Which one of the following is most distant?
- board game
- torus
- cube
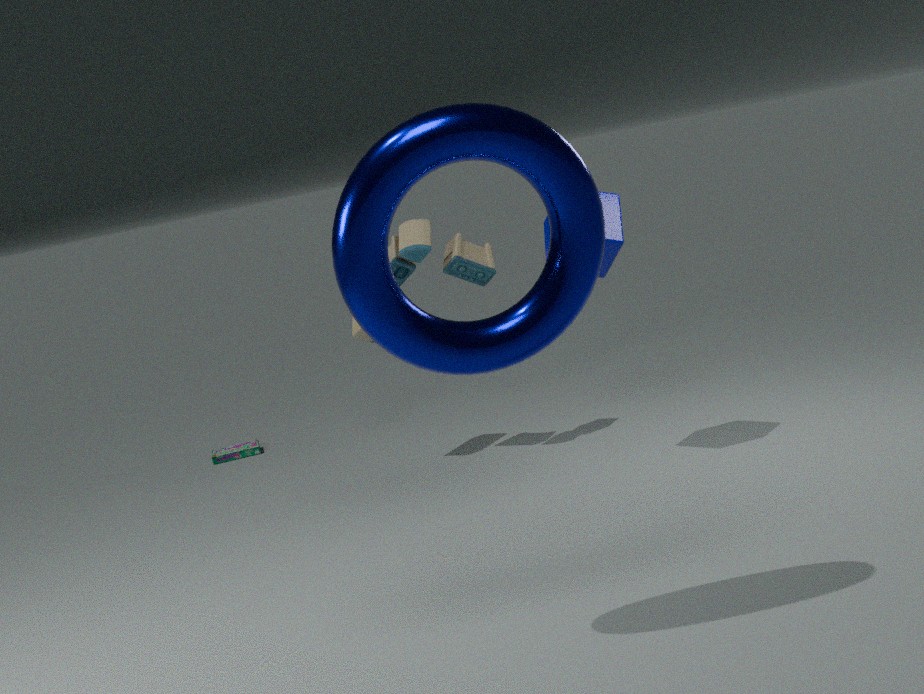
board game
